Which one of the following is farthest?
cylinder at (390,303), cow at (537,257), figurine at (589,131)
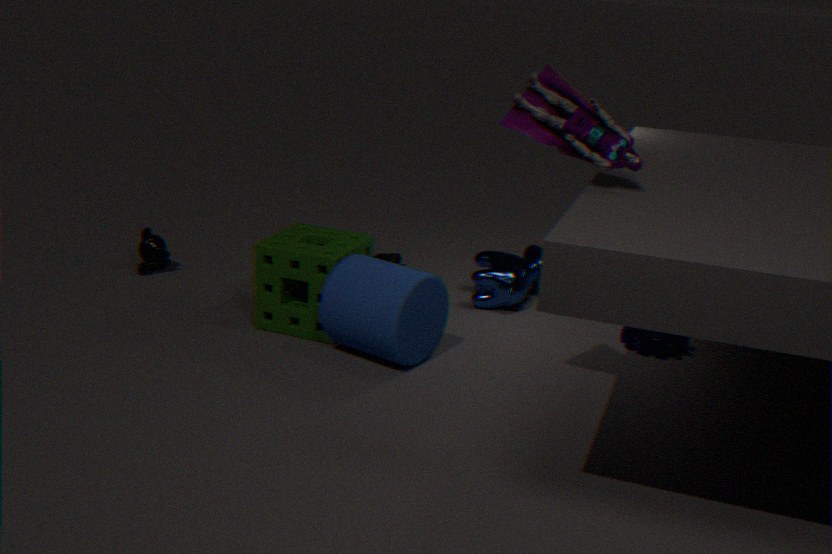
cow at (537,257)
